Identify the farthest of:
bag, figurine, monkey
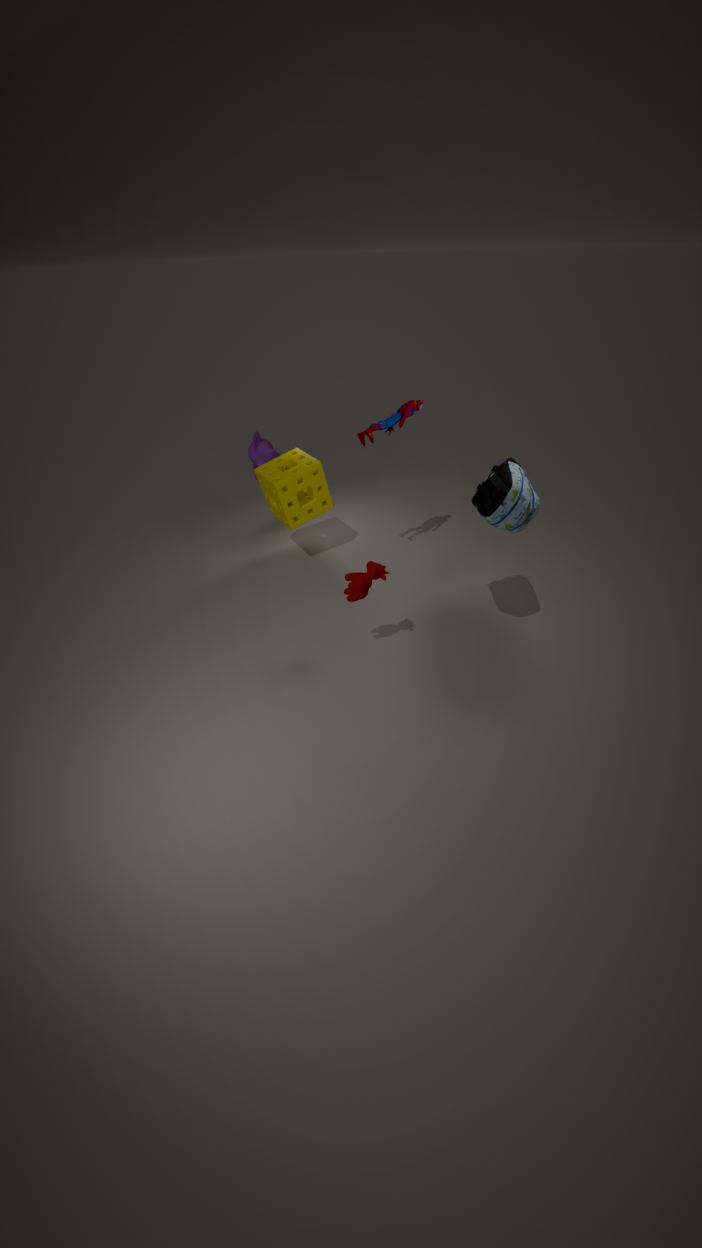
monkey
